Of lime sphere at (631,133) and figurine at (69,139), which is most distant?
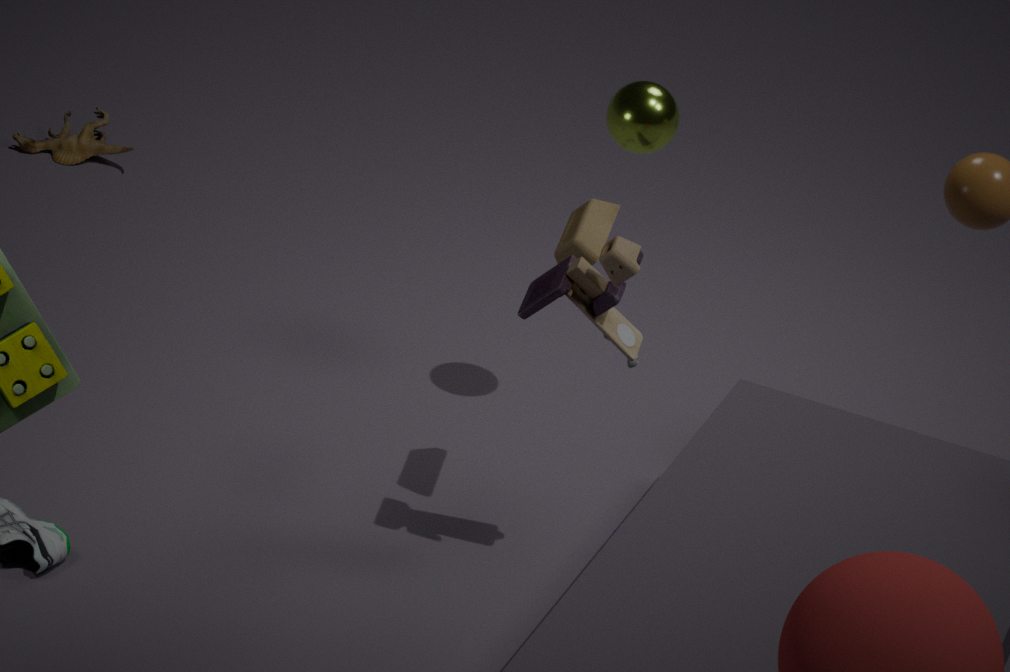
figurine at (69,139)
